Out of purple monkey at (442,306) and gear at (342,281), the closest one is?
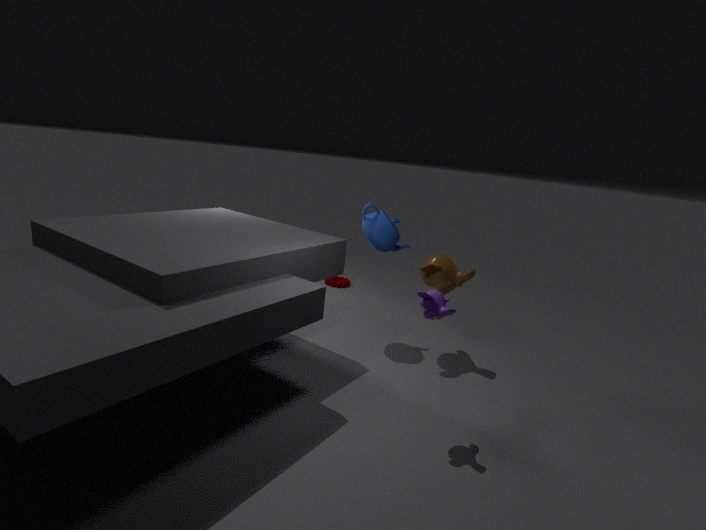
purple monkey at (442,306)
